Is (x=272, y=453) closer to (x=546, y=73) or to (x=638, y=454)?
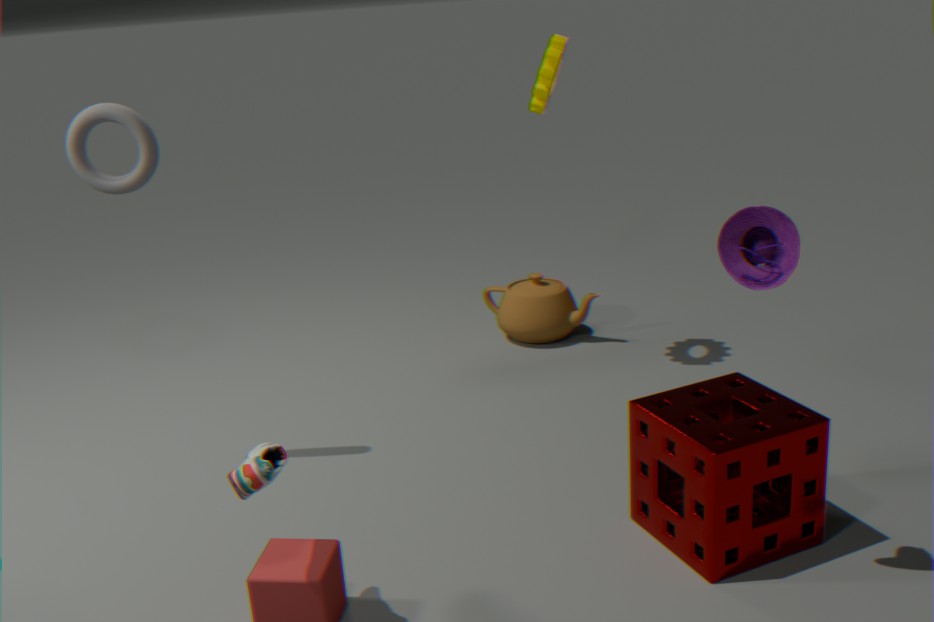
(x=638, y=454)
